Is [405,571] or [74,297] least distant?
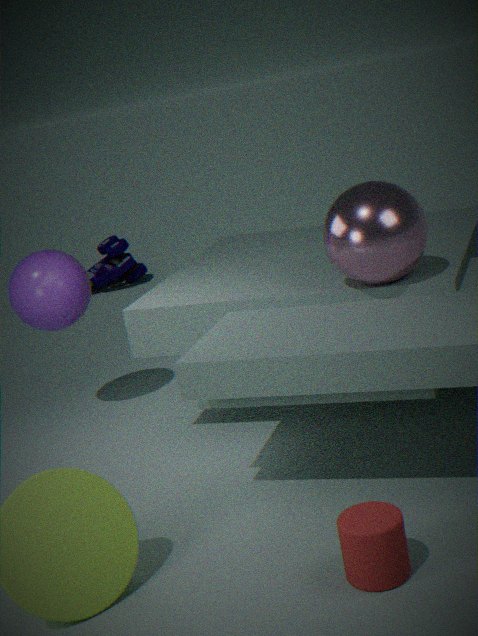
[405,571]
